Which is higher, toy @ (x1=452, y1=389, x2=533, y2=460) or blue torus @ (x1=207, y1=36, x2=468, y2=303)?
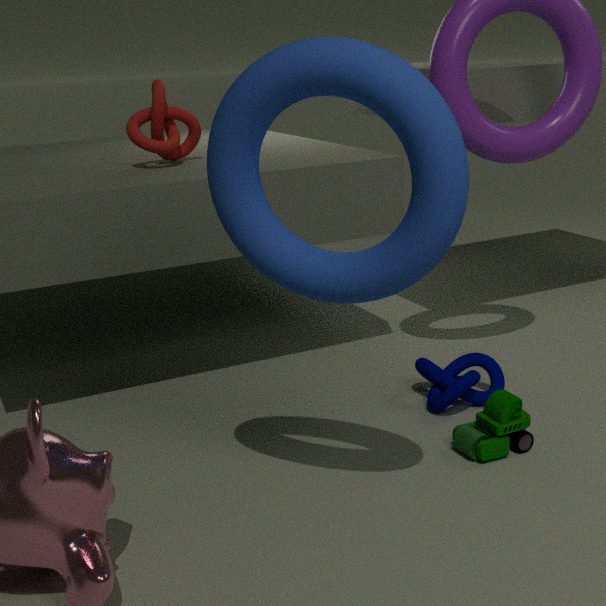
blue torus @ (x1=207, y1=36, x2=468, y2=303)
